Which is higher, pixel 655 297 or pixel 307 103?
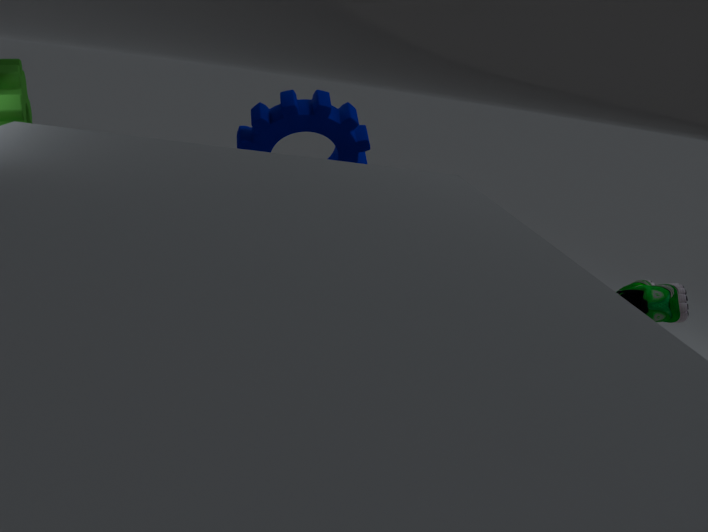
pixel 307 103
